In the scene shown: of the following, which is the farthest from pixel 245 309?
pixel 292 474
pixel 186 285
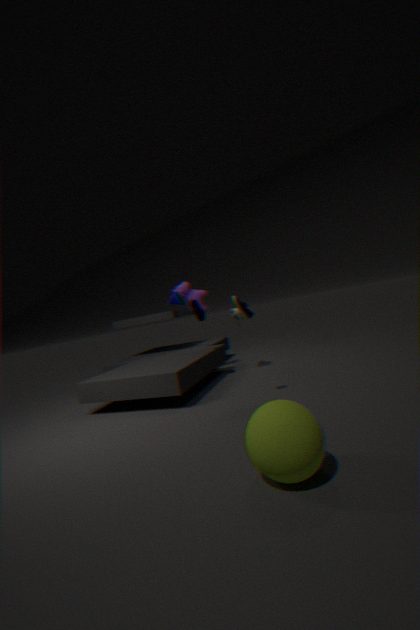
pixel 186 285
